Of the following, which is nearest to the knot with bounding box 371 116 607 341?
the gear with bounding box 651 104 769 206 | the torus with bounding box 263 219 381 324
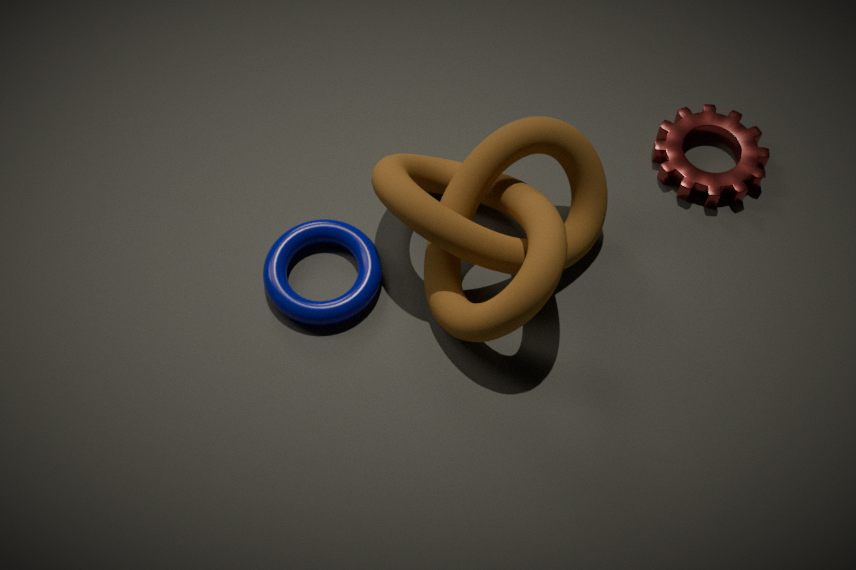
the torus with bounding box 263 219 381 324
